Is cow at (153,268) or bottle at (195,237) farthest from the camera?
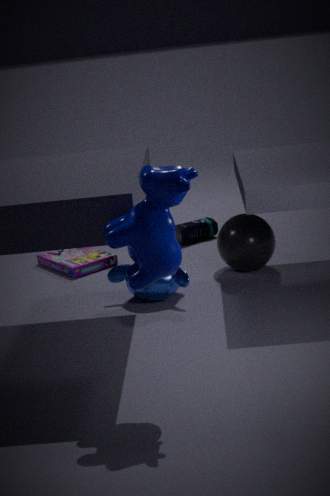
bottle at (195,237)
